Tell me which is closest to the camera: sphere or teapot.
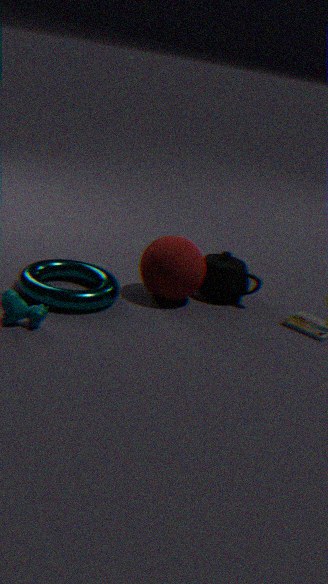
sphere
